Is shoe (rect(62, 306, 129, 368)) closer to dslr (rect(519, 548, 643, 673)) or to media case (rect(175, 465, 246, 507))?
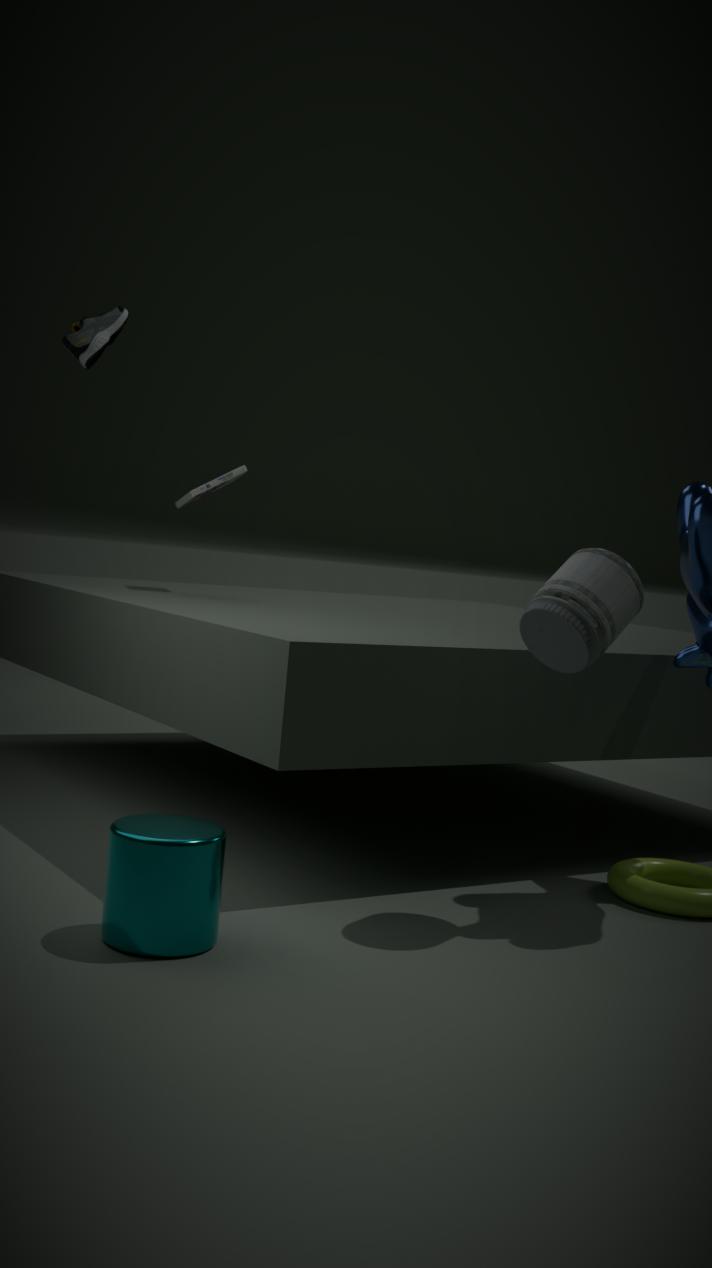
media case (rect(175, 465, 246, 507))
